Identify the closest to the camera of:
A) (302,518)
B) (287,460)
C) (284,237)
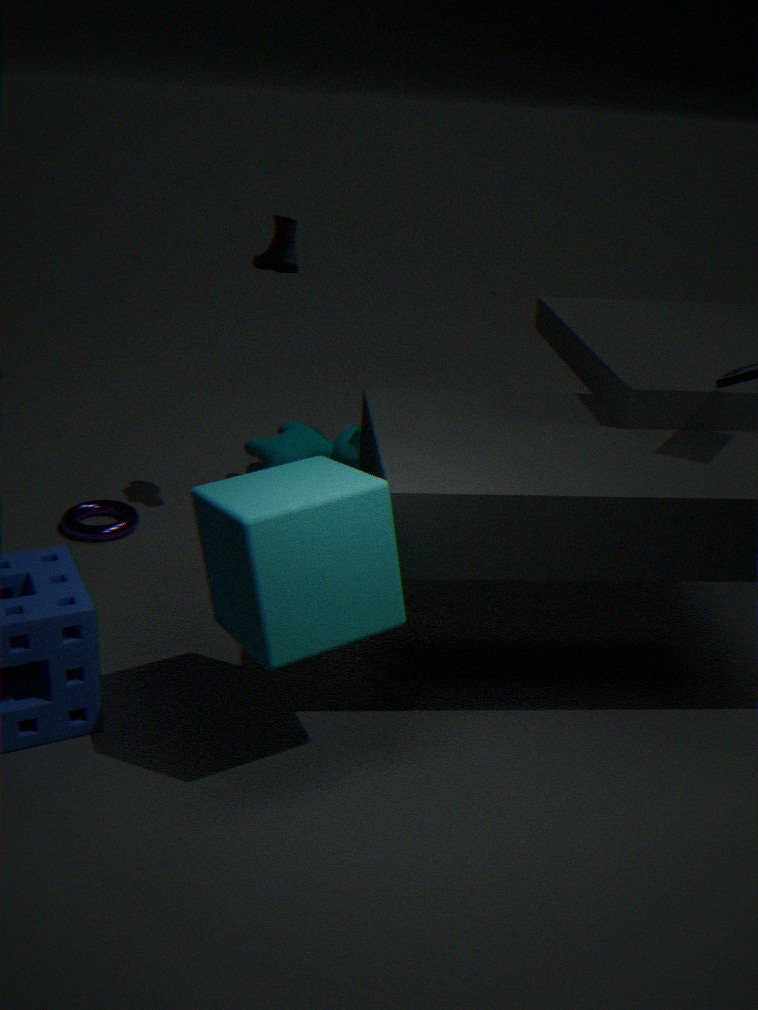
(302,518)
